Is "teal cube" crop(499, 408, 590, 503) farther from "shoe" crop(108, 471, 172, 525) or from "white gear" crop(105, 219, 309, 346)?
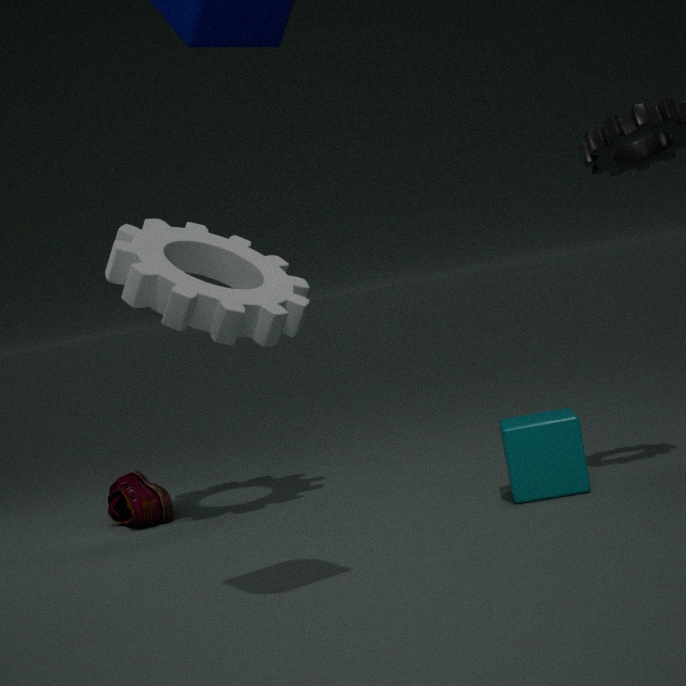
"shoe" crop(108, 471, 172, 525)
